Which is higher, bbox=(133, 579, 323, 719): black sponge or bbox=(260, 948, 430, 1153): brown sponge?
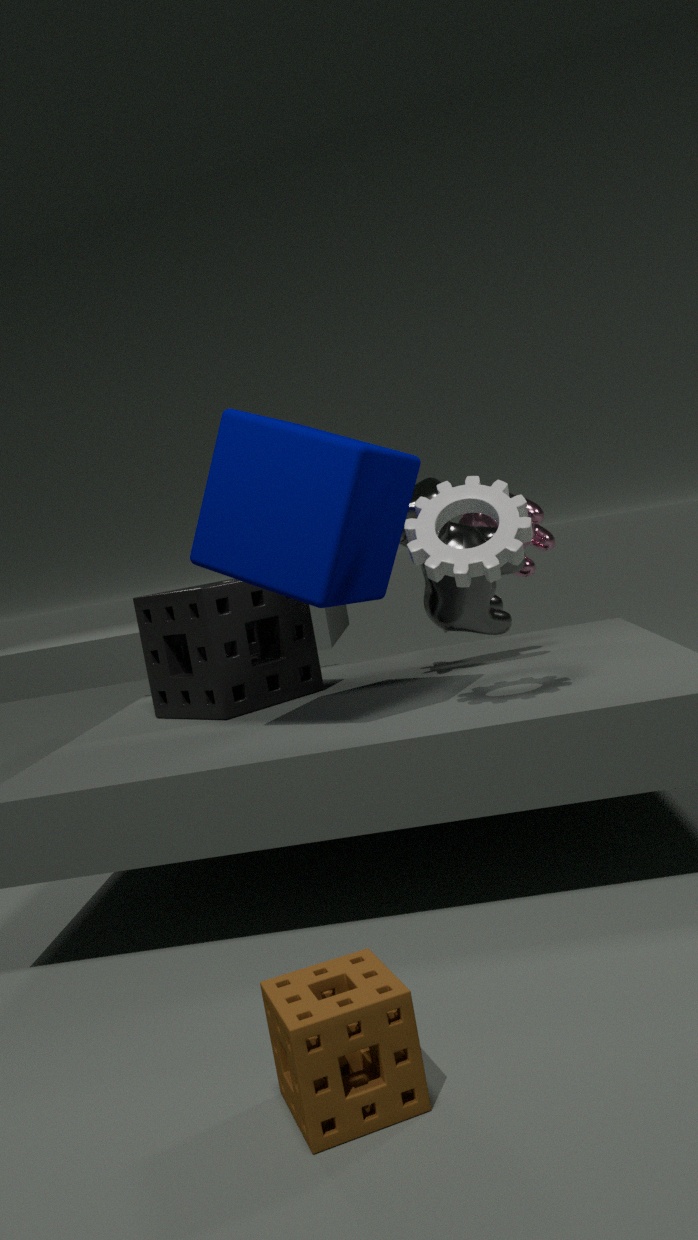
bbox=(133, 579, 323, 719): black sponge
